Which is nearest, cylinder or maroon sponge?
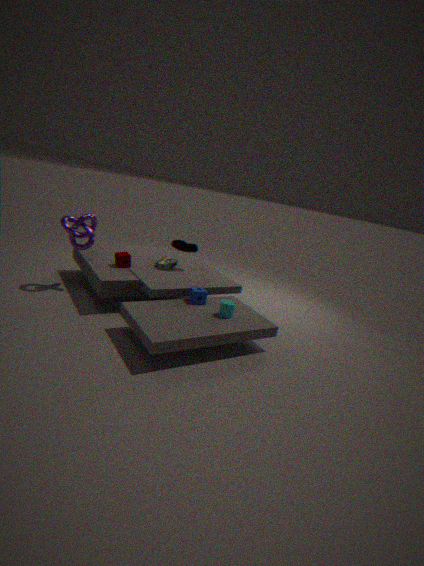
cylinder
